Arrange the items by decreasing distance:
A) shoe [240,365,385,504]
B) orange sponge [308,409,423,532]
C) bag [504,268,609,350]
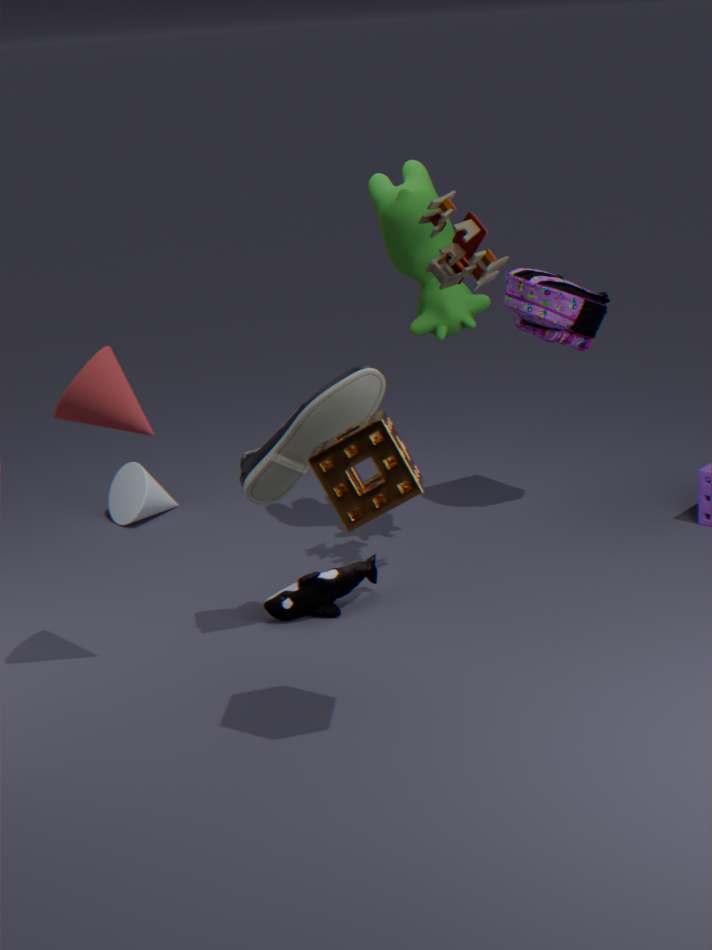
bag [504,268,609,350]
shoe [240,365,385,504]
orange sponge [308,409,423,532]
